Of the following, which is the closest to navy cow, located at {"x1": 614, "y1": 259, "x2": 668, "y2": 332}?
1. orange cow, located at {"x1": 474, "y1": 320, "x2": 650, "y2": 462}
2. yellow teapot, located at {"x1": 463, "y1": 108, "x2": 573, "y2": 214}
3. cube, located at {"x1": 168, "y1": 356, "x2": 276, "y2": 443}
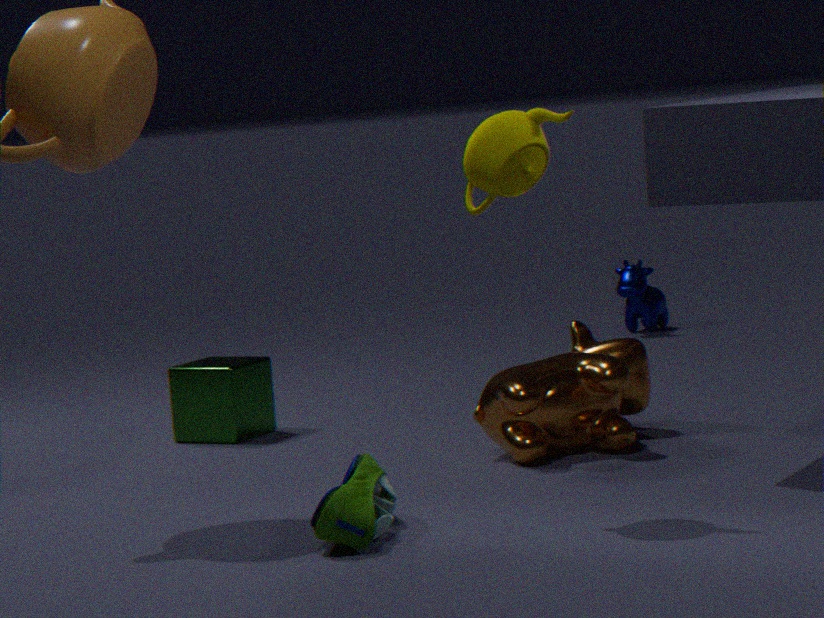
orange cow, located at {"x1": 474, "y1": 320, "x2": 650, "y2": 462}
